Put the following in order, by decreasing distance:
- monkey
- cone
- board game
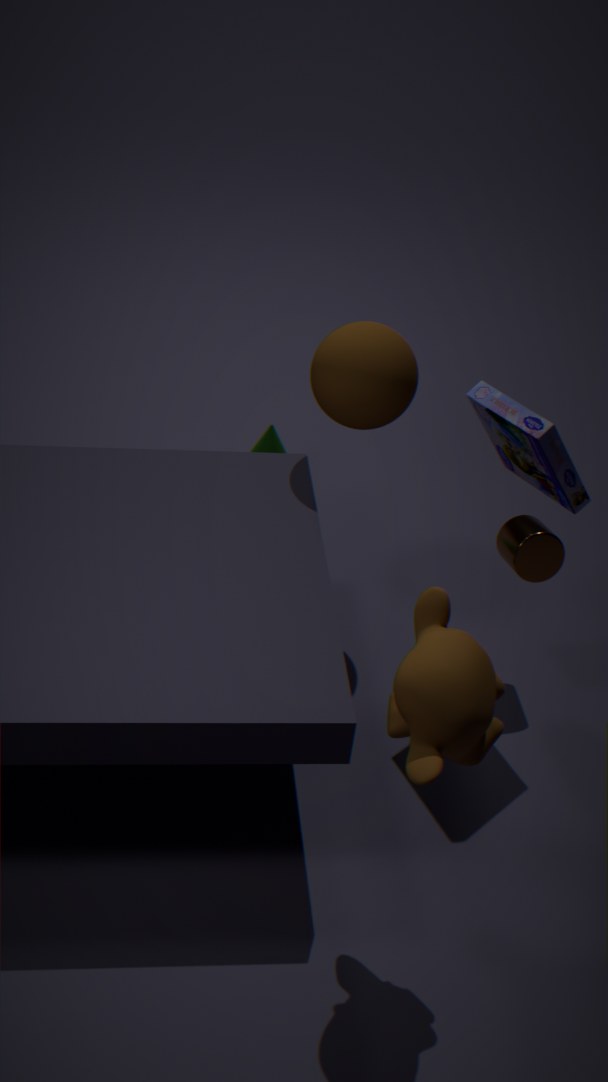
cone
board game
monkey
